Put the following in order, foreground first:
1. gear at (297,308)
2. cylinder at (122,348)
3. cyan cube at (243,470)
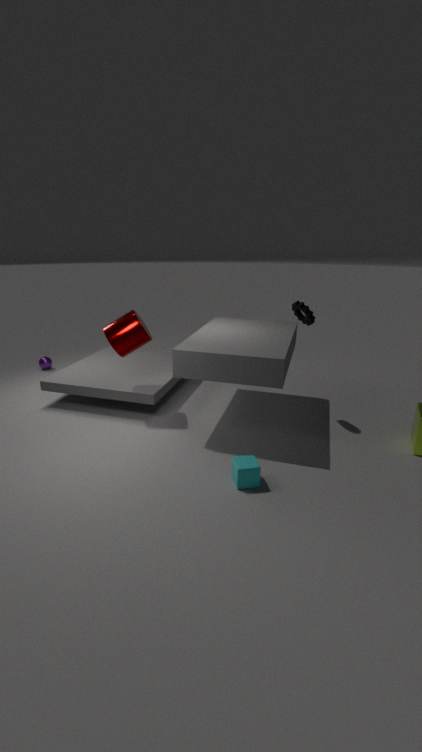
1. cyan cube at (243,470)
2. gear at (297,308)
3. cylinder at (122,348)
